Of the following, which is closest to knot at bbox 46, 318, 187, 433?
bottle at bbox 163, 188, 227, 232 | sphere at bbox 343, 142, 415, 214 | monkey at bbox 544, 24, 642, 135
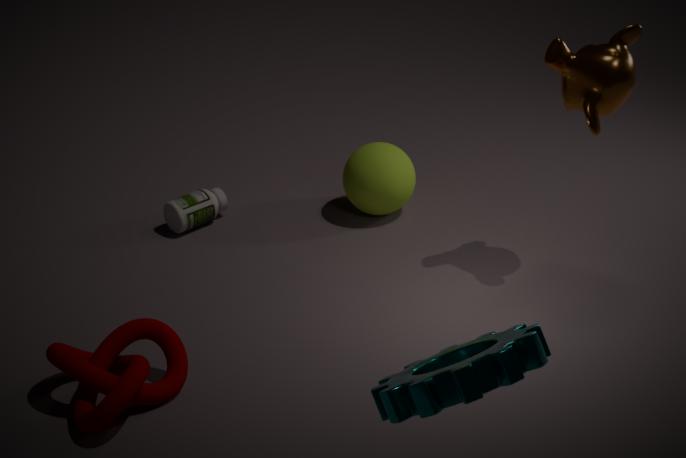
bottle at bbox 163, 188, 227, 232
